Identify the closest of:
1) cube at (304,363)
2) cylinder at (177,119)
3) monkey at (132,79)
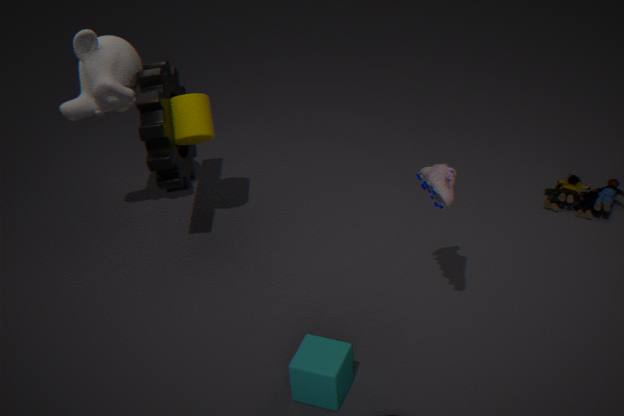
1. cube at (304,363)
